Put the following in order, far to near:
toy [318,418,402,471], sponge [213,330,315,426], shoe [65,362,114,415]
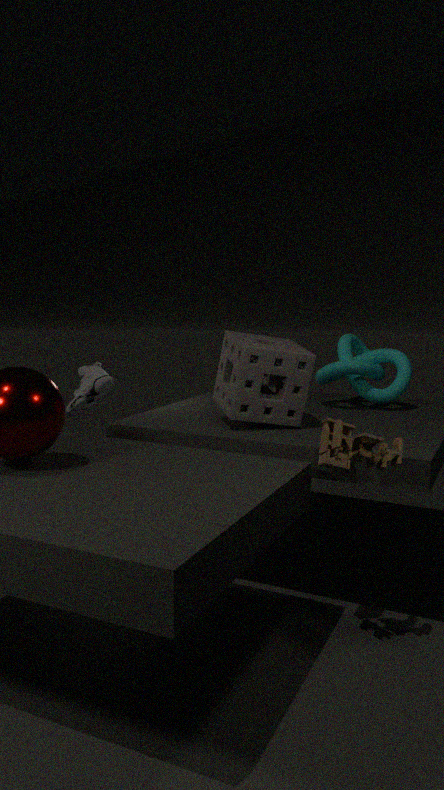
shoe [65,362,114,415] < sponge [213,330,315,426] < toy [318,418,402,471]
